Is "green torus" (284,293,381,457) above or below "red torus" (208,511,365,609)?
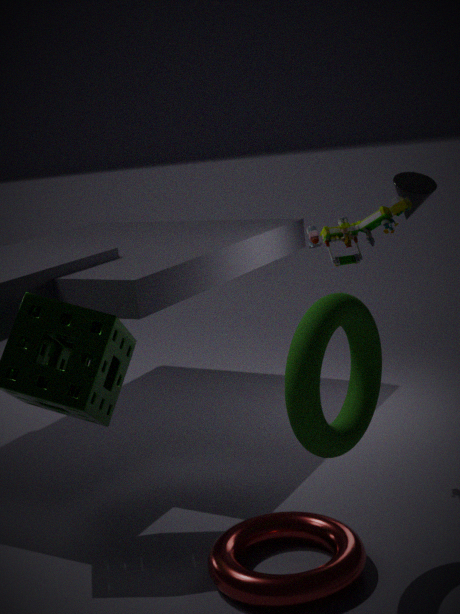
above
